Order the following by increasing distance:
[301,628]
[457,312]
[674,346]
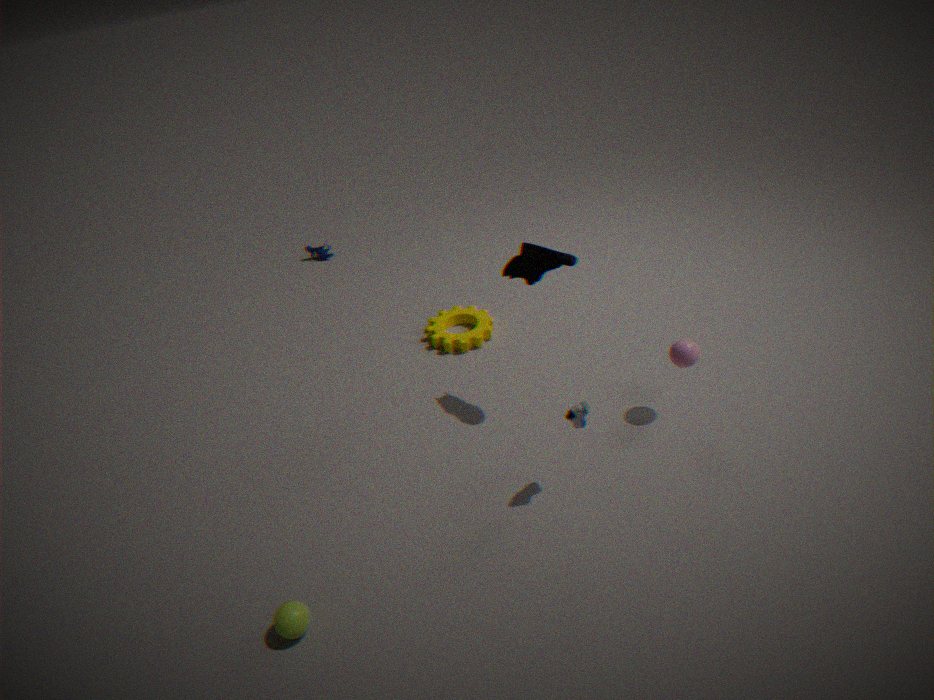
1. [301,628]
2. [674,346]
3. [457,312]
